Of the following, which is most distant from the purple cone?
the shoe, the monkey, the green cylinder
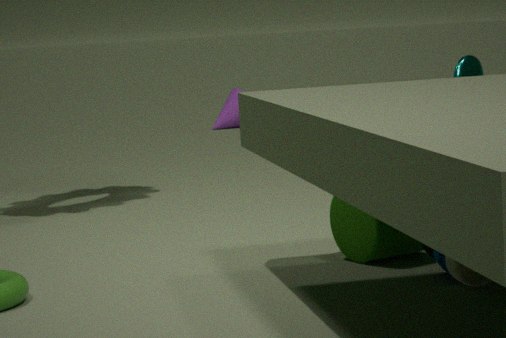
the shoe
